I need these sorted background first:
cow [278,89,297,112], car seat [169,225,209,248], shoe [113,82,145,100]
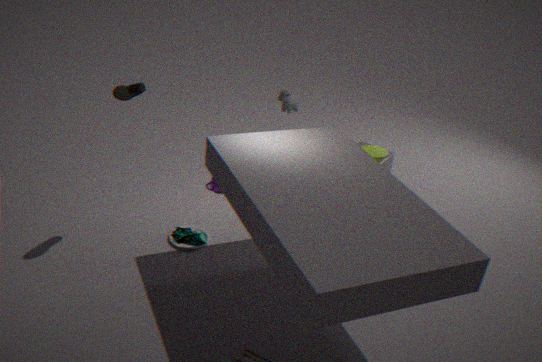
cow [278,89,297,112], car seat [169,225,209,248], shoe [113,82,145,100]
